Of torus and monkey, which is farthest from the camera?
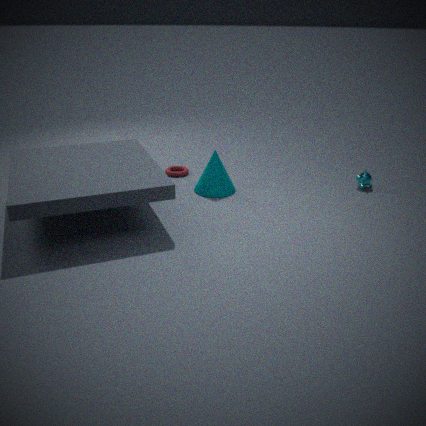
torus
